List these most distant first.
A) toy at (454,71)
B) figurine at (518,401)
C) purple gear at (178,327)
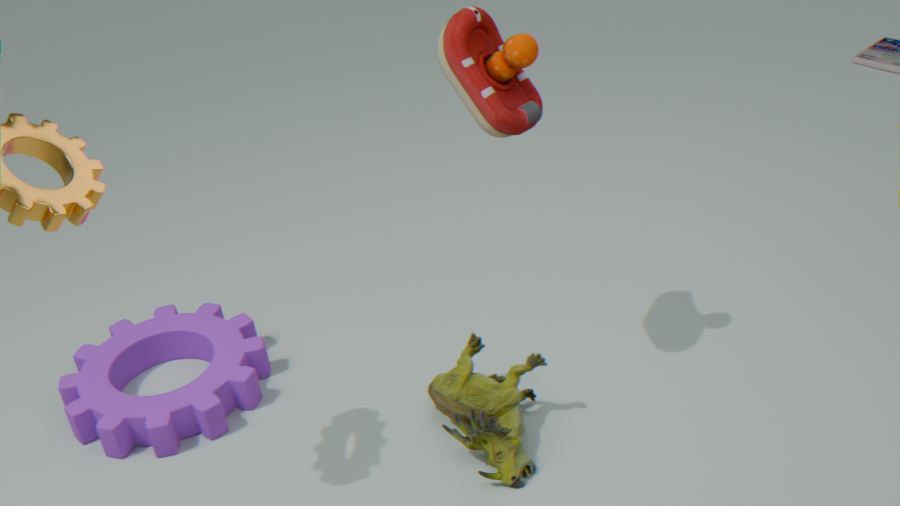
purple gear at (178,327) → figurine at (518,401) → toy at (454,71)
